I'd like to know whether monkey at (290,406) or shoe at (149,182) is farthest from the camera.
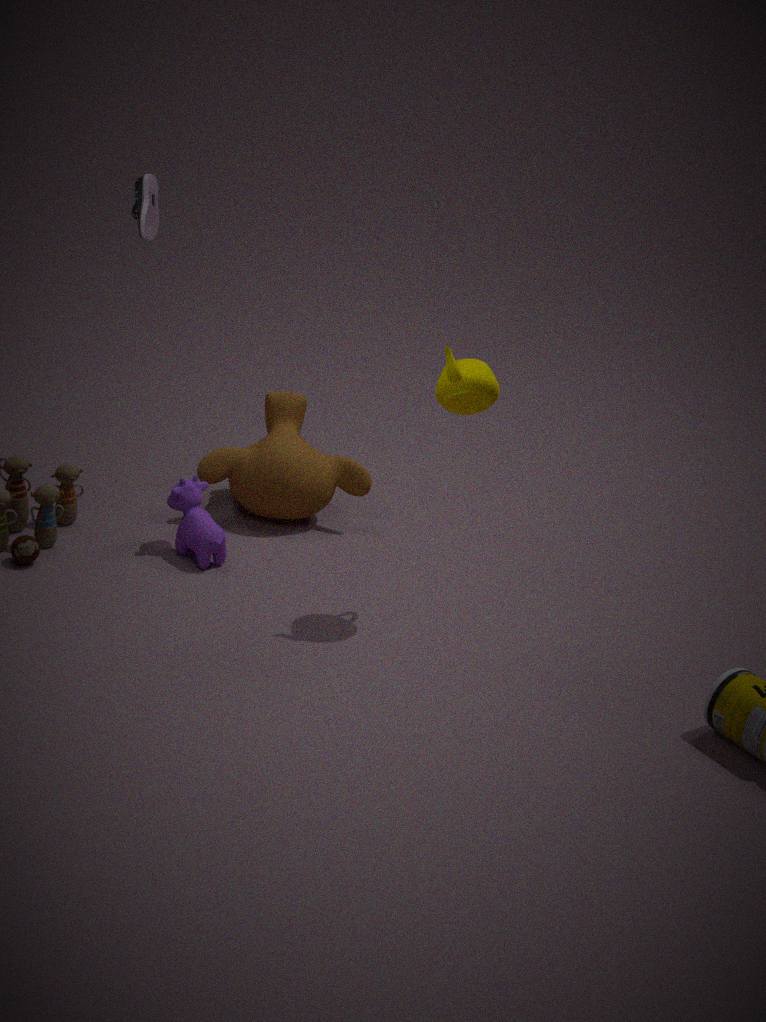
monkey at (290,406)
